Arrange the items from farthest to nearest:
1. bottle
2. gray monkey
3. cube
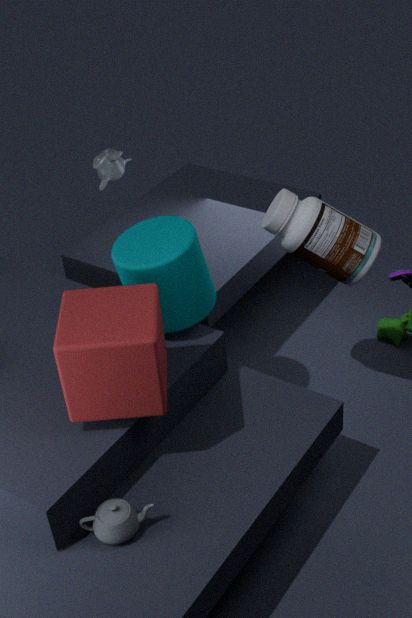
gray monkey → bottle → cube
